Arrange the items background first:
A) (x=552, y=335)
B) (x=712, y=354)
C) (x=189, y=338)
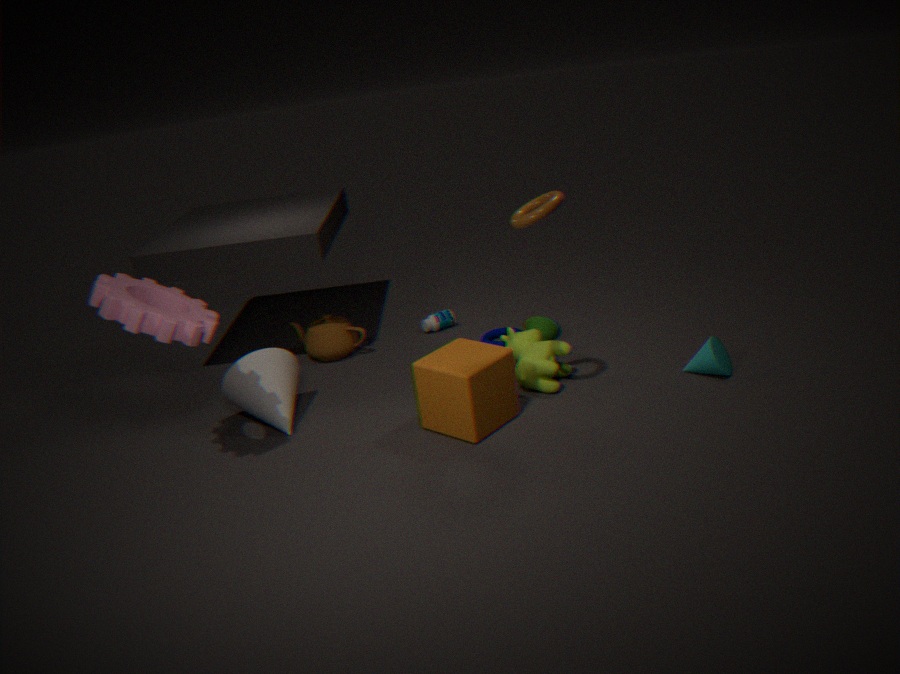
(x=552, y=335)
(x=712, y=354)
(x=189, y=338)
